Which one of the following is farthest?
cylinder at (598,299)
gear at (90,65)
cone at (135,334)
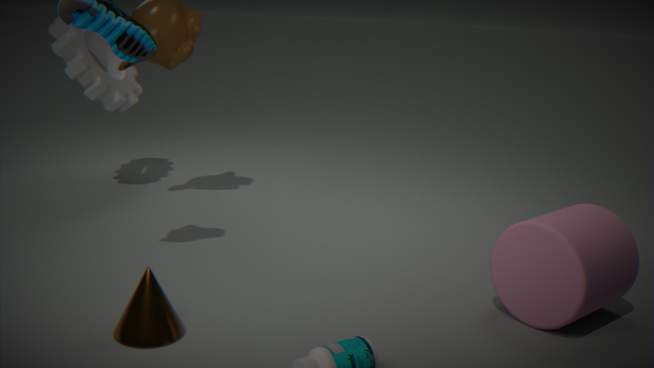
gear at (90,65)
